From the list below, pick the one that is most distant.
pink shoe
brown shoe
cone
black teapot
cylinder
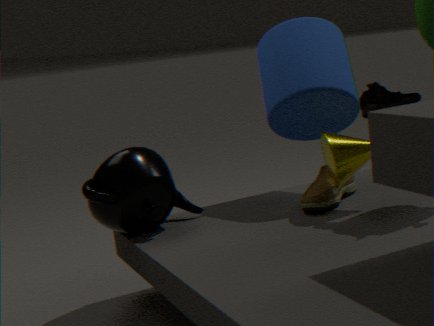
cylinder
